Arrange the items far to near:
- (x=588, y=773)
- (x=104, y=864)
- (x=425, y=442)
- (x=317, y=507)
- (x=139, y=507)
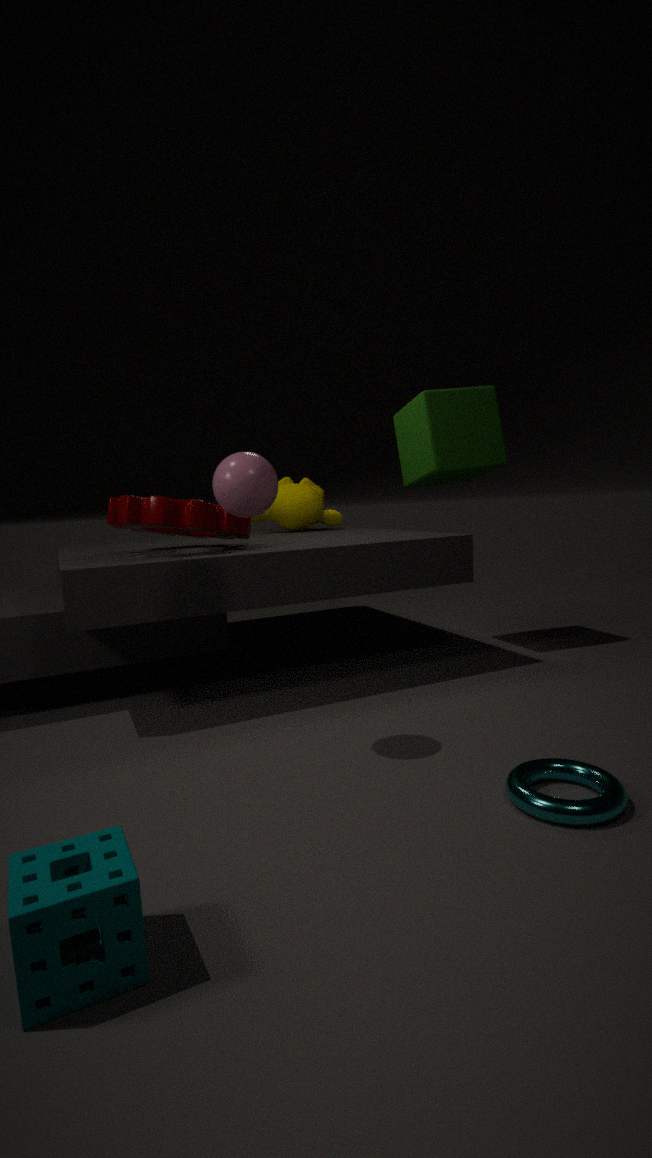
1. (x=317, y=507)
2. (x=425, y=442)
3. (x=139, y=507)
4. (x=588, y=773)
5. (x=104, y=864)
